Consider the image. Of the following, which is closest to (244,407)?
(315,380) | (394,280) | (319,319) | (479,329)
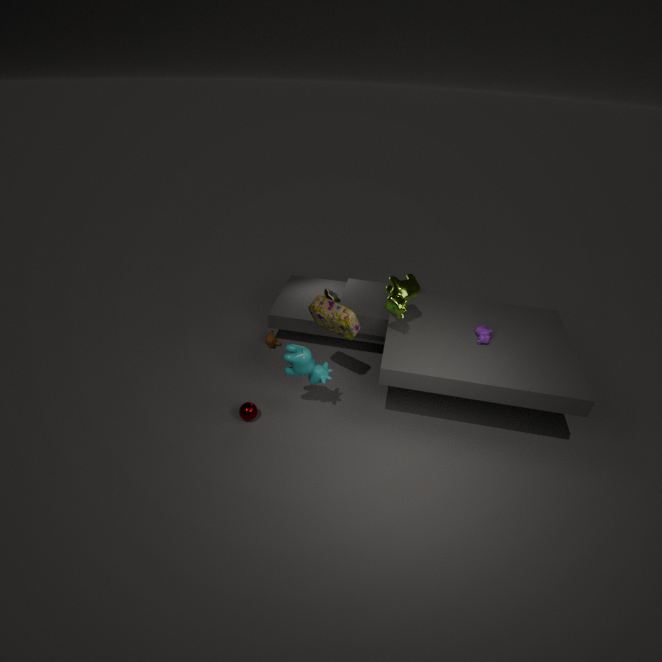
(315,380)
